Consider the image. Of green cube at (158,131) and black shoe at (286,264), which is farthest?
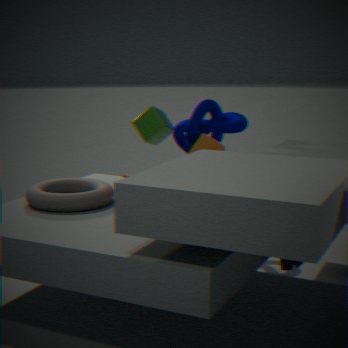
green cube at (158,131)
